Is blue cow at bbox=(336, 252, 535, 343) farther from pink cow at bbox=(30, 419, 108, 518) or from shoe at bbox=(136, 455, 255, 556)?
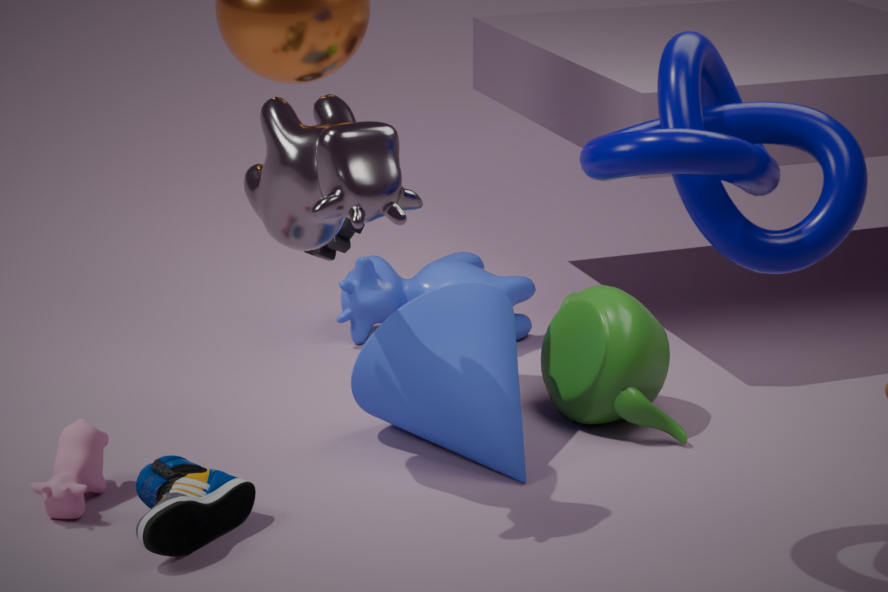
shoe at bbox=(136, 455, 255, 556)
